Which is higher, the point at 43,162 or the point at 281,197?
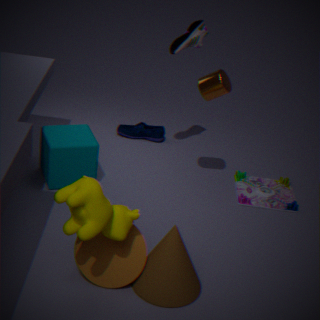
the point at 43,162
